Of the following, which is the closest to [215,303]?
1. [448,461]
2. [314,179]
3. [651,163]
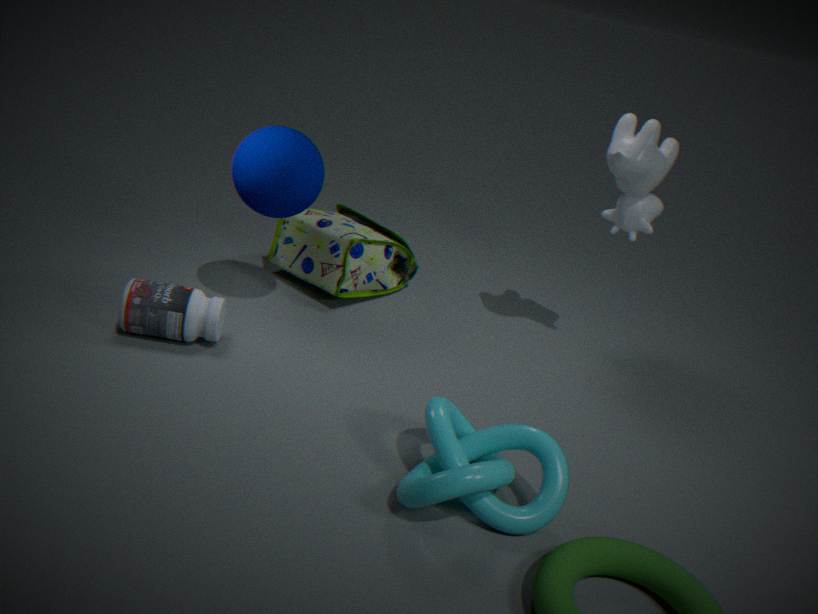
[314,179]
